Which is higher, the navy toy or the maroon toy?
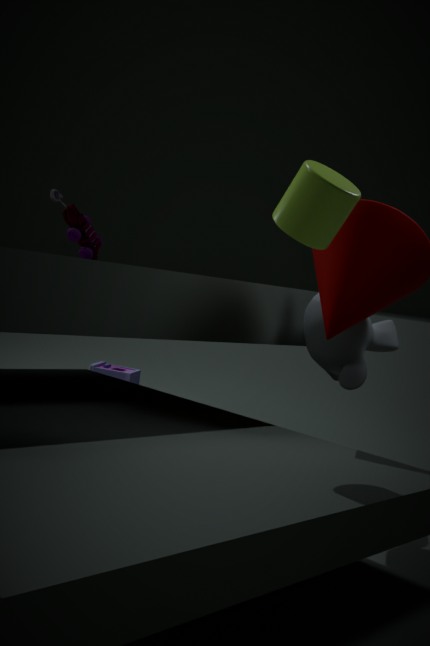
the maroon toy
